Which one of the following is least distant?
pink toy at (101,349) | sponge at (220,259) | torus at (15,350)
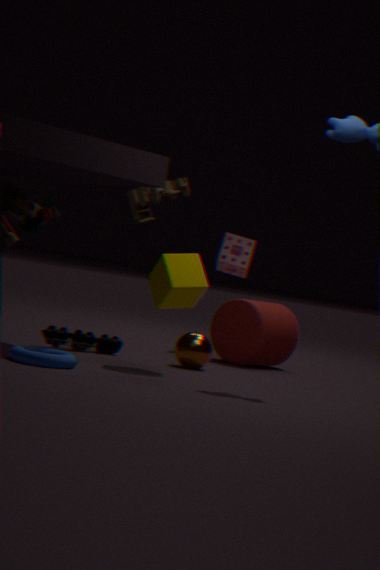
torus at (15,350)
